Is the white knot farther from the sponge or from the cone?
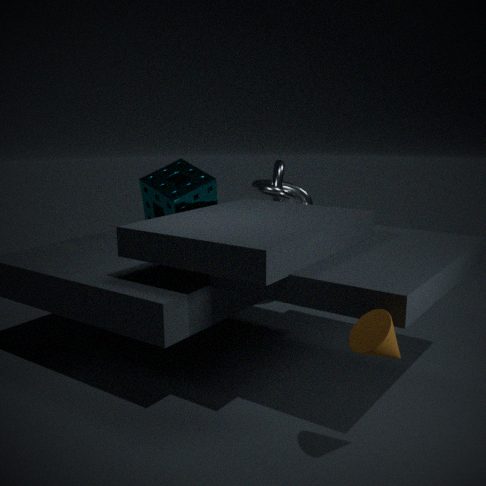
the cone
